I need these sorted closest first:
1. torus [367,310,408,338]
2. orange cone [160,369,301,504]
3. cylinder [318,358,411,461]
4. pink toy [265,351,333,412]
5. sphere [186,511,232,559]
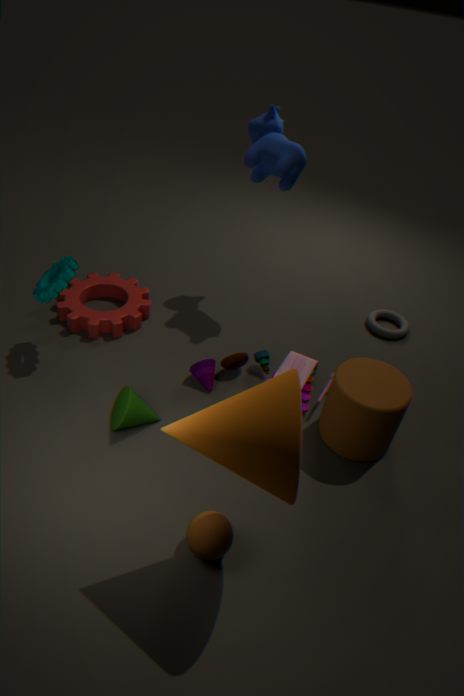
1. orange cone [160,369,301,504]
2. sphere [186,511,232,559]
3. cylinder [318,358,411,461]
4. pink toy [265,351,333,412]
5. torus [367,310,408,338]
